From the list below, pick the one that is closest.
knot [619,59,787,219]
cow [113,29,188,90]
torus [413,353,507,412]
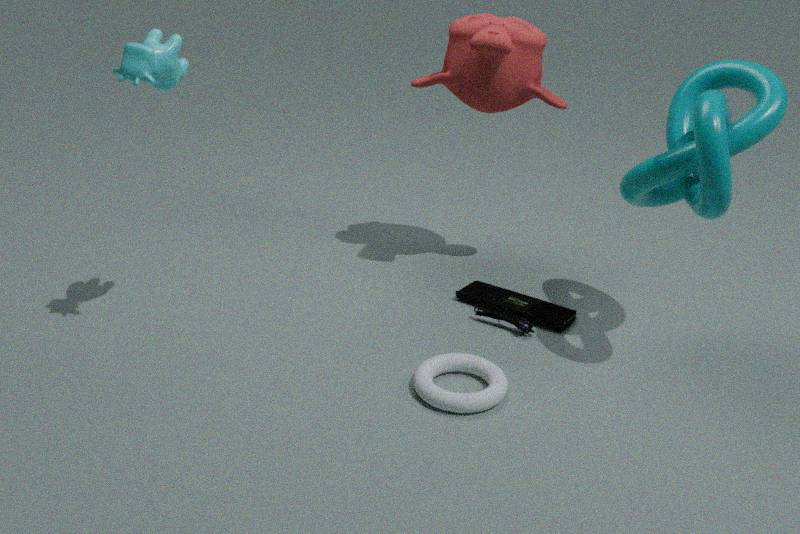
Answer: cow [113,29,188,90]
